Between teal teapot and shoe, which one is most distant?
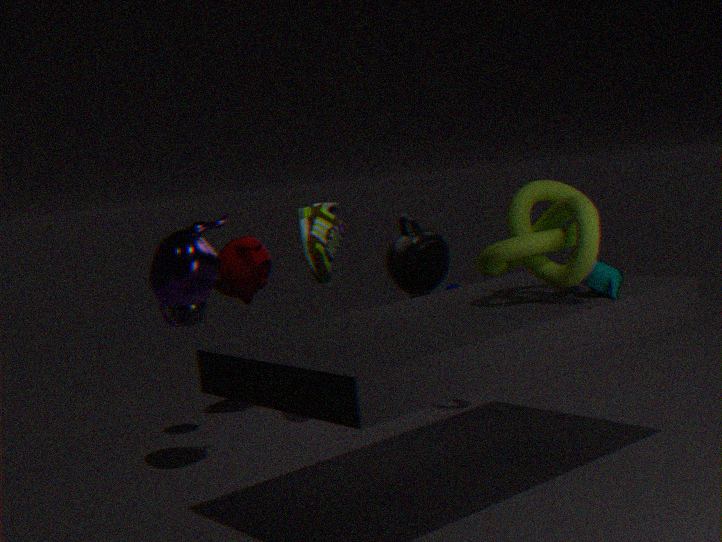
shoe
